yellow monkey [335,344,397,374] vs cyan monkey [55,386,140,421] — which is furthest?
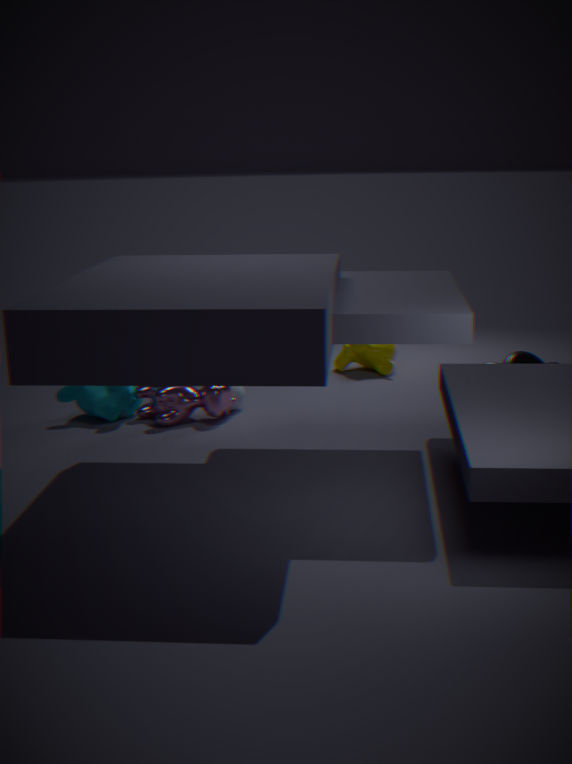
yellow monkey [335,344,397,374]
